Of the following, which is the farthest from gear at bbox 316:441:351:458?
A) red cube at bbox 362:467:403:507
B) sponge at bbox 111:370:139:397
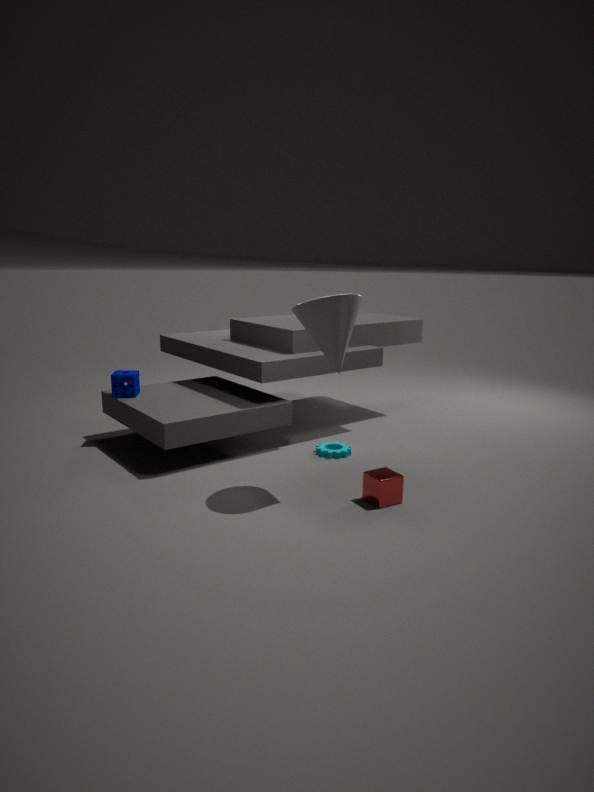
sponge at bbox 111:370:139:397
